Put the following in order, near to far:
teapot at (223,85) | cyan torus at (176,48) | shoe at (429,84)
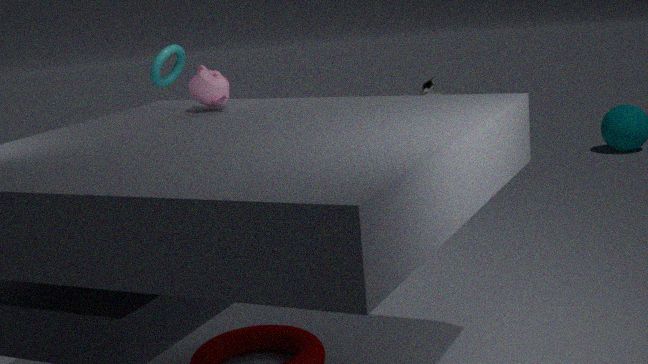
teapot at (223,85) → shoe at (429,84) → cyan torus at (176,48)
